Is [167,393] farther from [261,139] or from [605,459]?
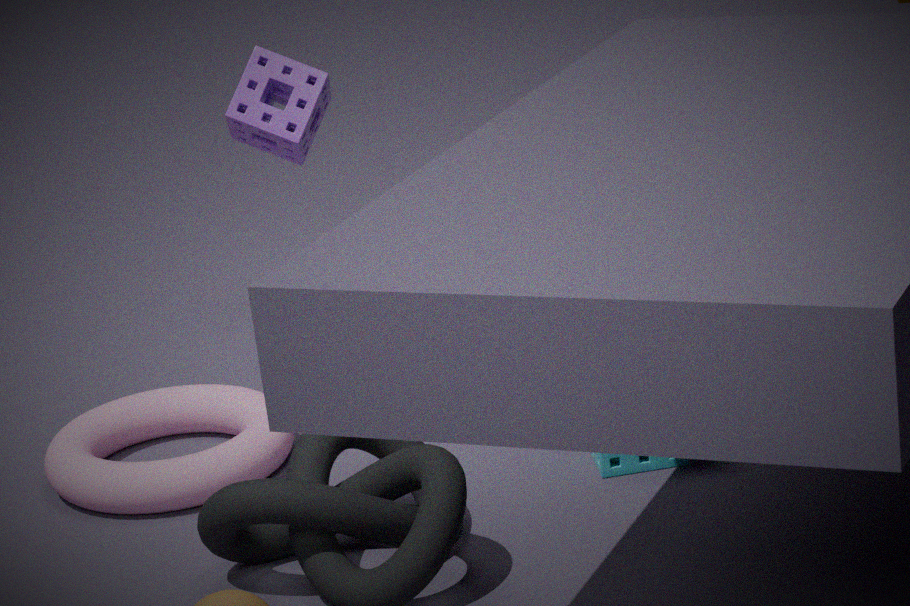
[605,459]
